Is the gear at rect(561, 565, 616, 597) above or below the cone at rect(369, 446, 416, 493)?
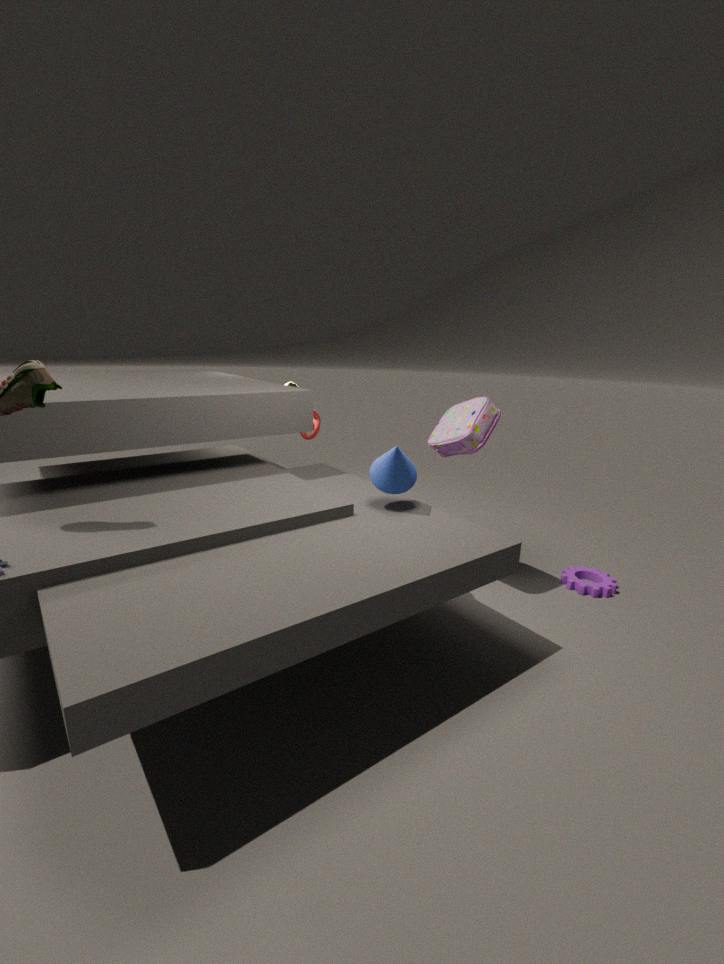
below
